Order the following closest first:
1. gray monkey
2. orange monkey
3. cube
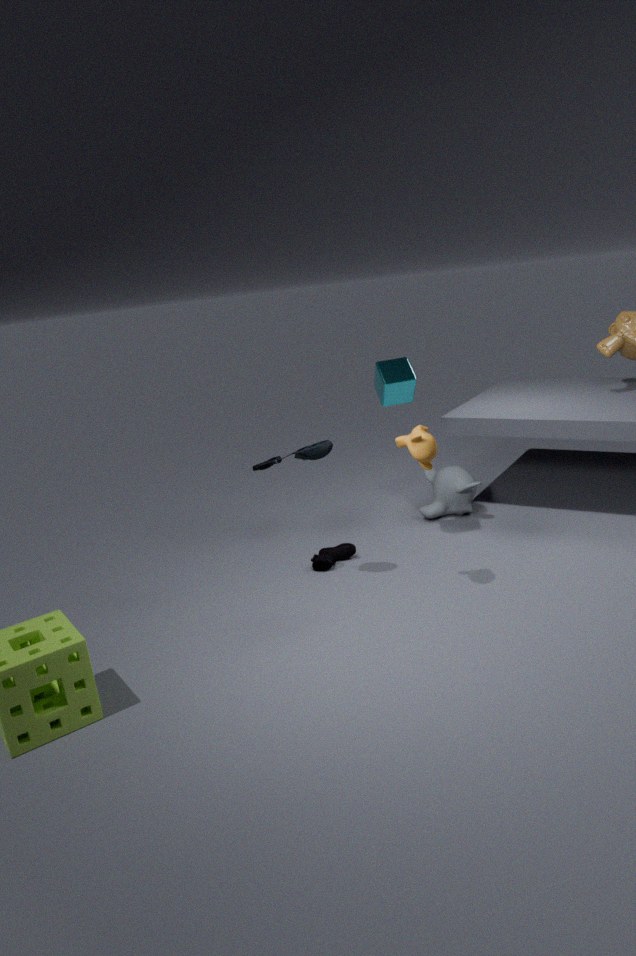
orange monkey < cube < gray monkey
